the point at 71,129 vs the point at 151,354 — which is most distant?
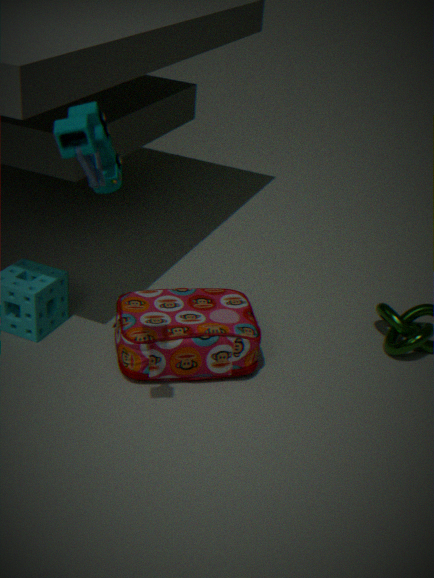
the point at 151,354
